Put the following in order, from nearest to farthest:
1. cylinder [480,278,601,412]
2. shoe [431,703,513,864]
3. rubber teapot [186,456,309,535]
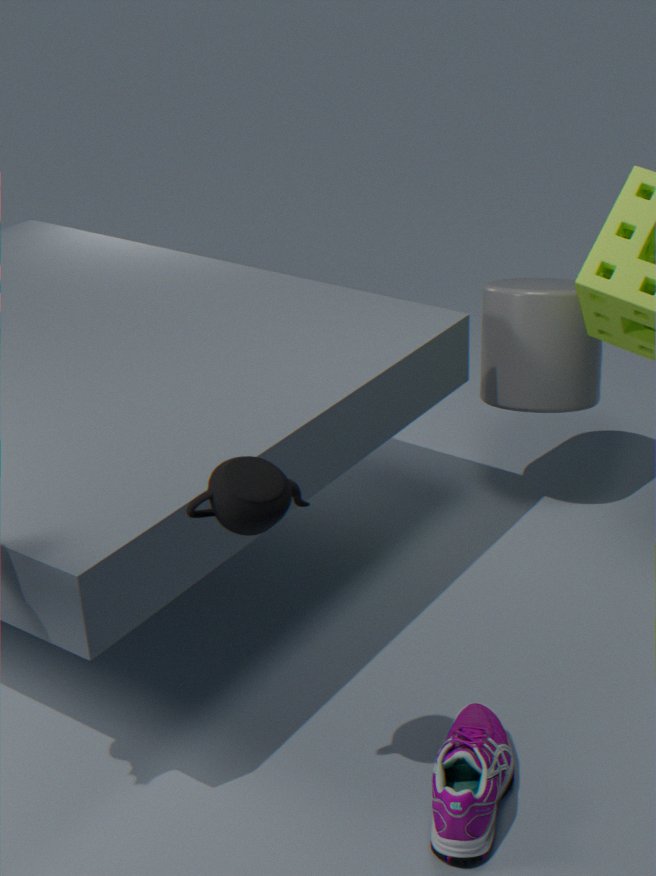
rubber teapot [186,456,309,535], shoe [431,703,513,864], cylinder [480,278,601,412]
